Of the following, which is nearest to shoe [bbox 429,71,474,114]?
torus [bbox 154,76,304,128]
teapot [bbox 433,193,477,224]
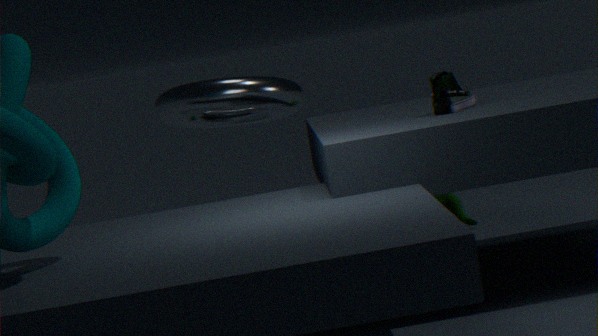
torus [bbox 154,76,304,128]
